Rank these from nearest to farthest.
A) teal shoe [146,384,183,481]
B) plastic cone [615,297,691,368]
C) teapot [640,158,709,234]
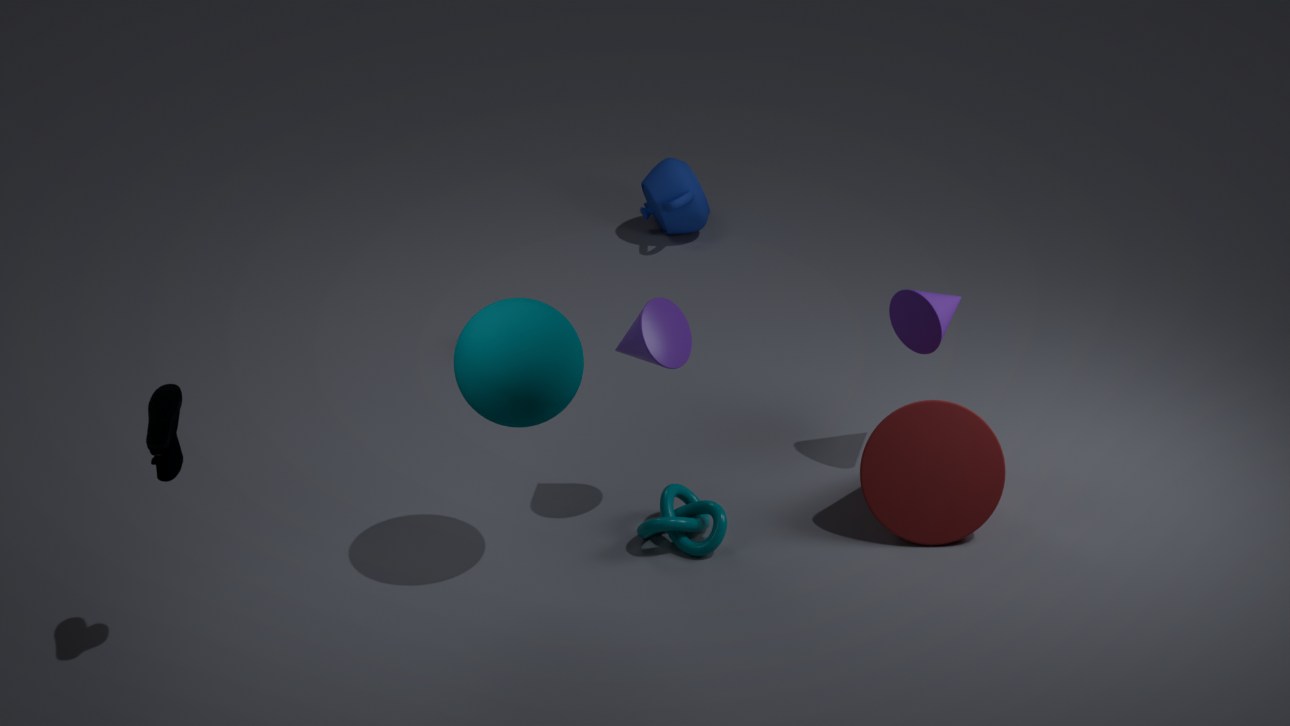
teal shoe [146,384,183,481], plastic cone [615,297,691,368], teapot [640,158,709,234]
